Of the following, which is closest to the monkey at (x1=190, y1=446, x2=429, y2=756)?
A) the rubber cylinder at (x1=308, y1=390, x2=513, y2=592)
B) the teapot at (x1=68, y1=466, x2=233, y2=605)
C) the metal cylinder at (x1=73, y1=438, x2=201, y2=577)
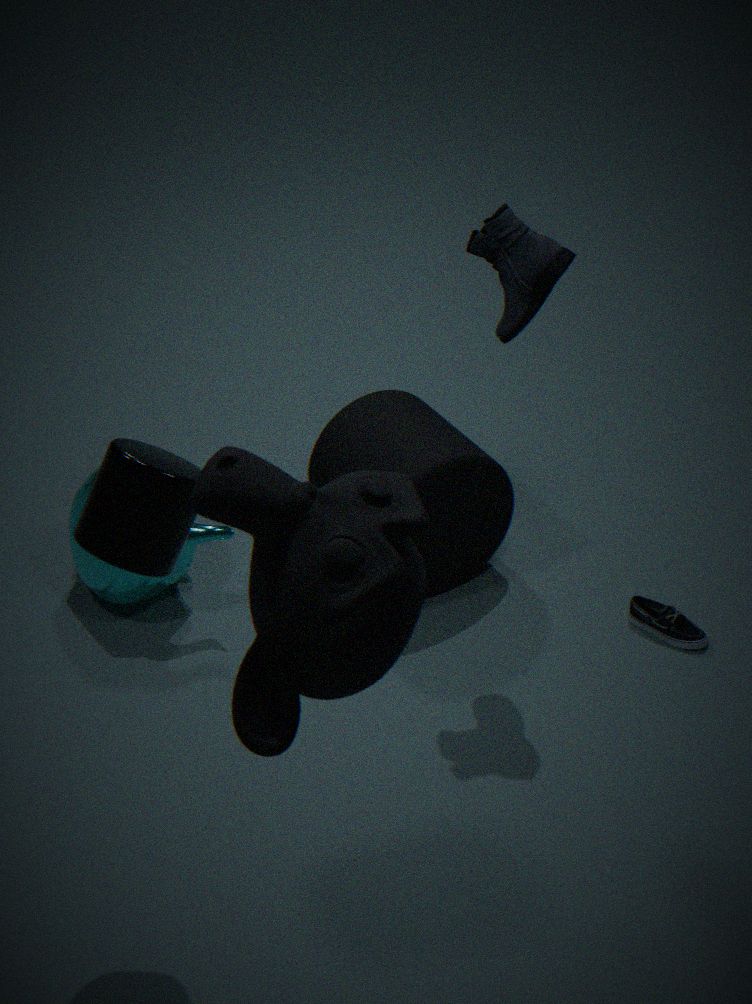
the metal cylinder at (x1=73, y1=438, x2=201, y2=577)
